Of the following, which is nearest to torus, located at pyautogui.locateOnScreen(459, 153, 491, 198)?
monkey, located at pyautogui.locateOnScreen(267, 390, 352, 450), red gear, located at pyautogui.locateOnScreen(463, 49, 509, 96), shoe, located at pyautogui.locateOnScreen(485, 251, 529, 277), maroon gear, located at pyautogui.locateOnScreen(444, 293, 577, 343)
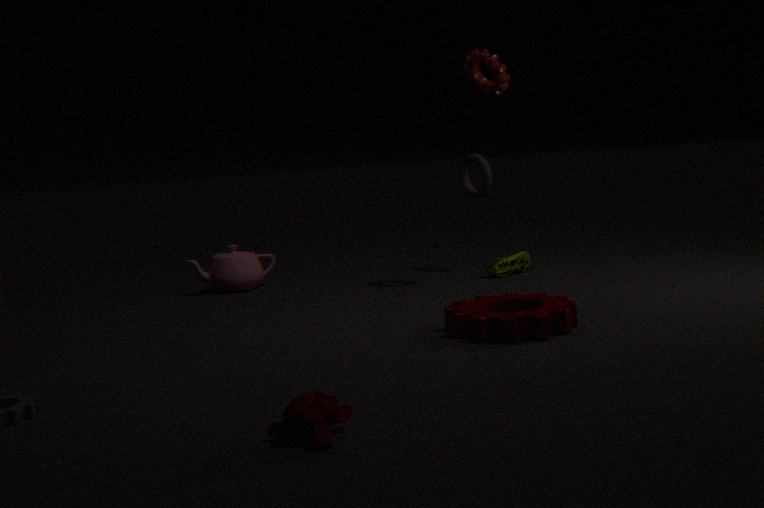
shoe, located at pyautogui.locateOnScreen(485, 251, 529, 277)
